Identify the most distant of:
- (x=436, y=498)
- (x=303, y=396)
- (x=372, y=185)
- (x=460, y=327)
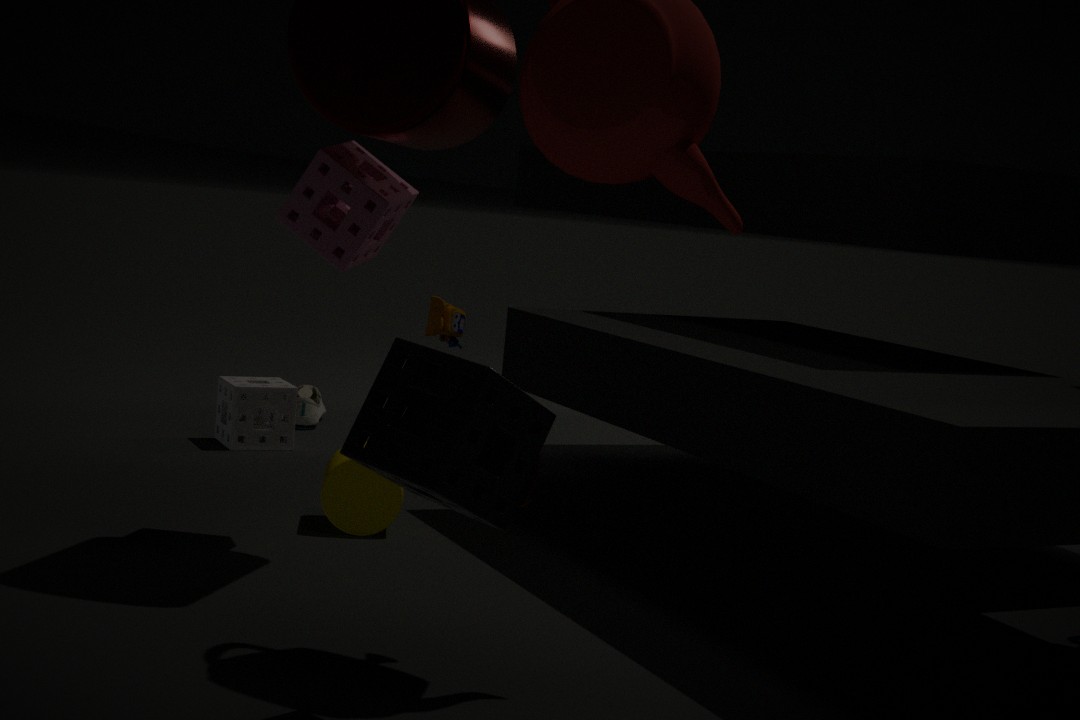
(x=303, y=396)
